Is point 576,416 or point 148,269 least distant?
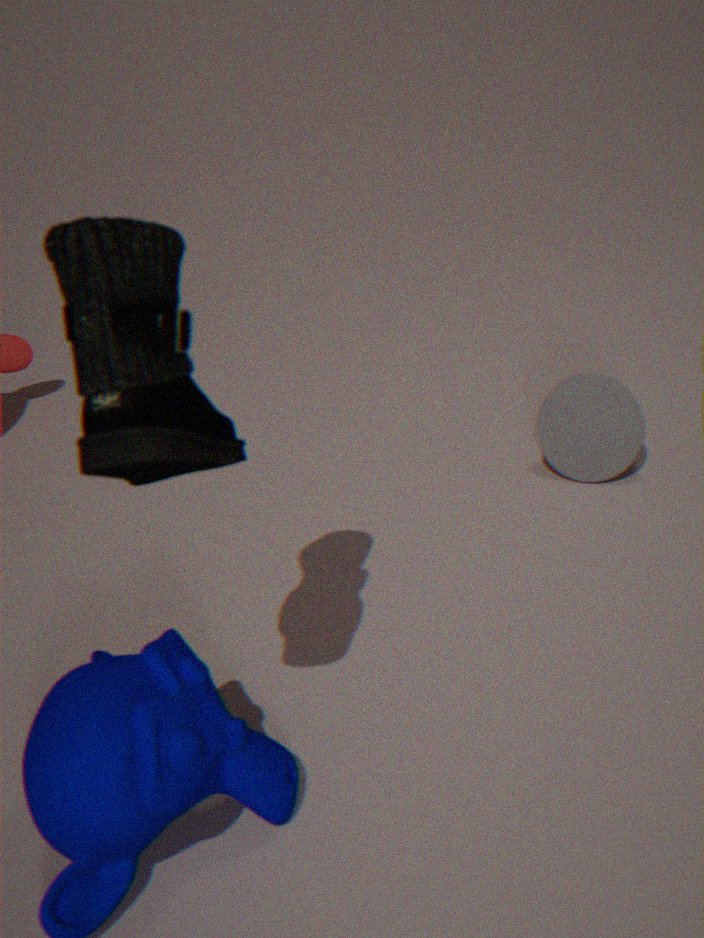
point 148,269
